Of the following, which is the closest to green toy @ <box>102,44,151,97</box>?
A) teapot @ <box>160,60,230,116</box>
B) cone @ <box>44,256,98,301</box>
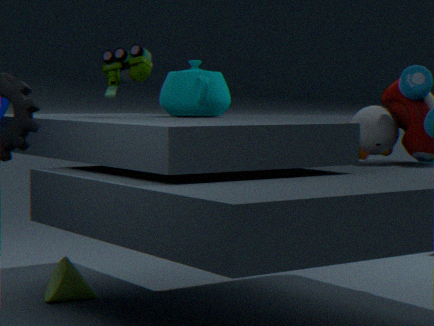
teapot @ <box>160,60,230,116</box>
